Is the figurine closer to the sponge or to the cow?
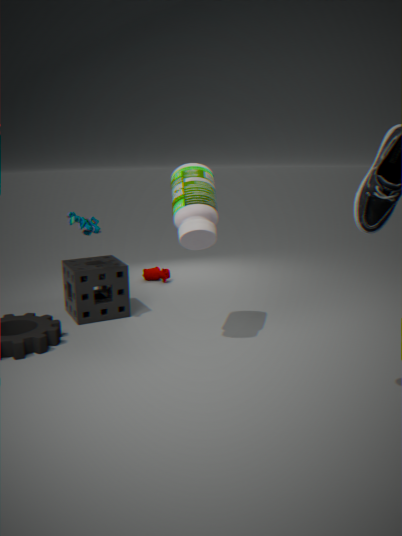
the sponge
